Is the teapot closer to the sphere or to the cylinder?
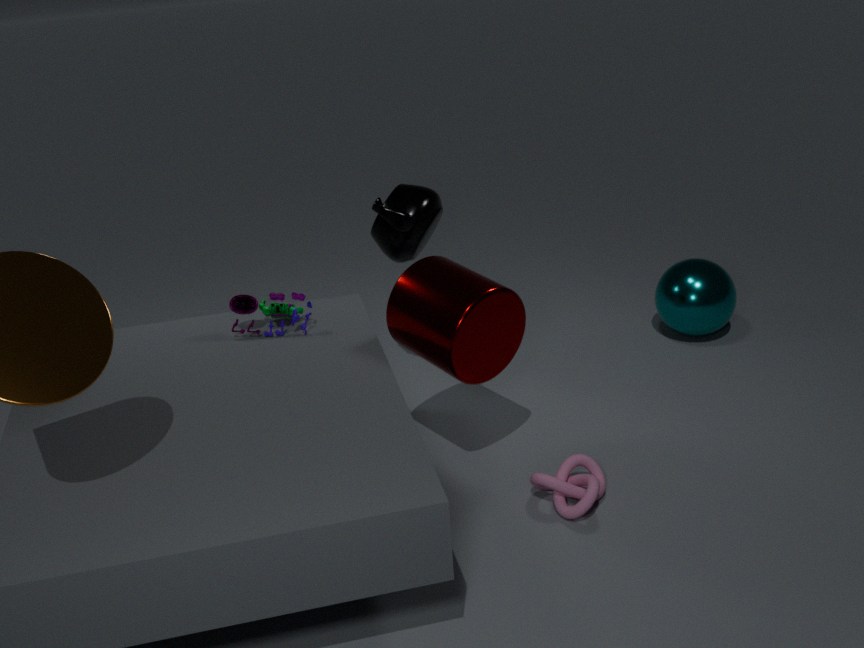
the cylinder
